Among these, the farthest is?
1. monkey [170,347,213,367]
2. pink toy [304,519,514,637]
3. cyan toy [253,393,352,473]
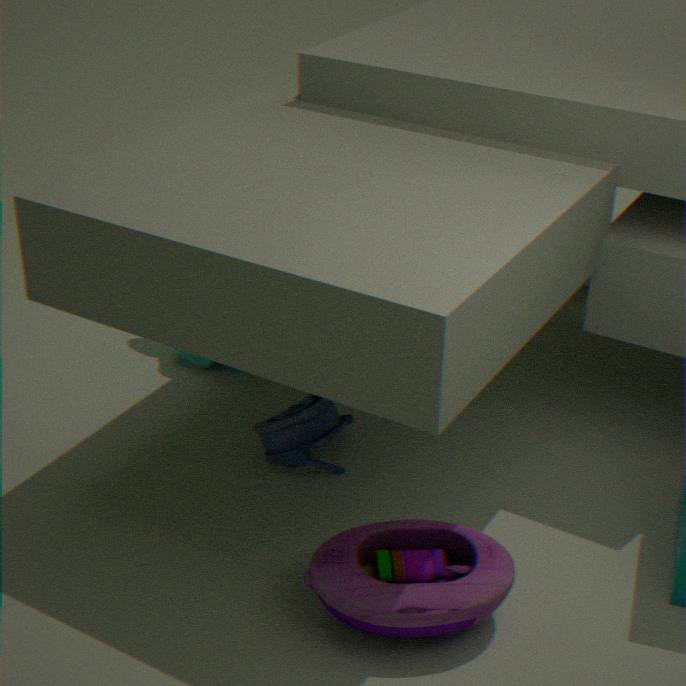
monkey [170,347,213,367]
